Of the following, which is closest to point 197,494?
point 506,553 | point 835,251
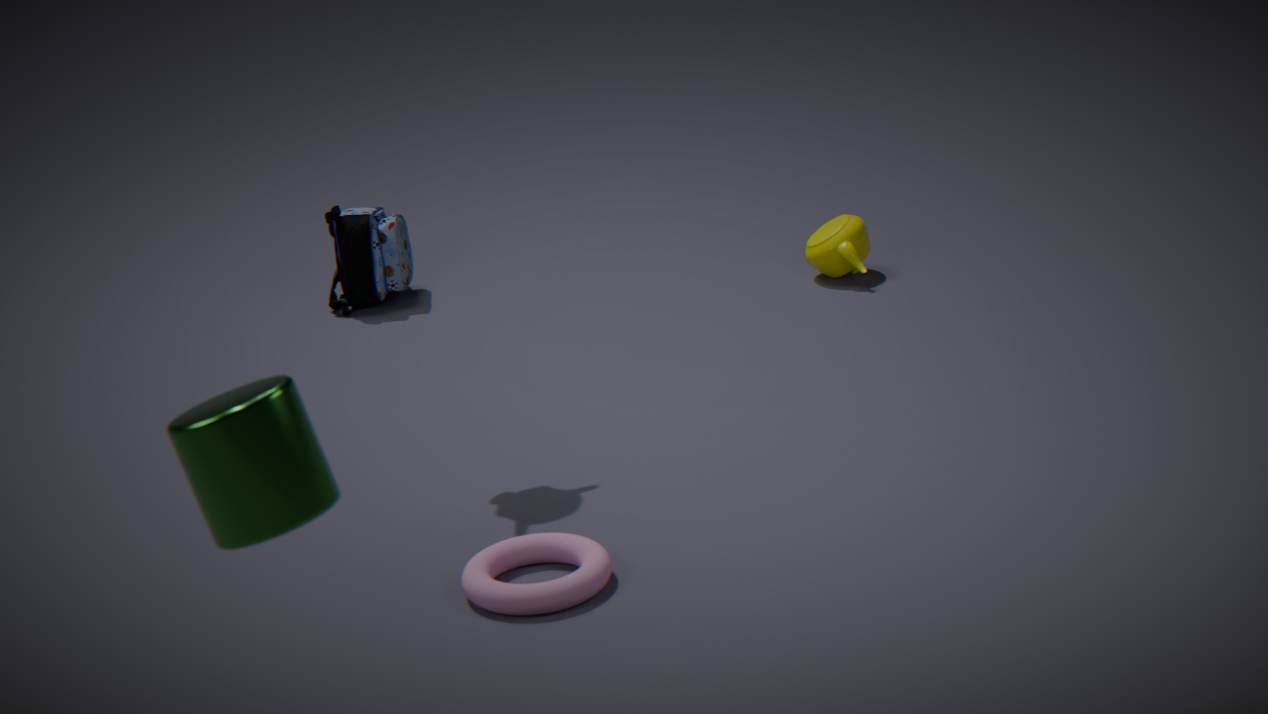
point 506,553
